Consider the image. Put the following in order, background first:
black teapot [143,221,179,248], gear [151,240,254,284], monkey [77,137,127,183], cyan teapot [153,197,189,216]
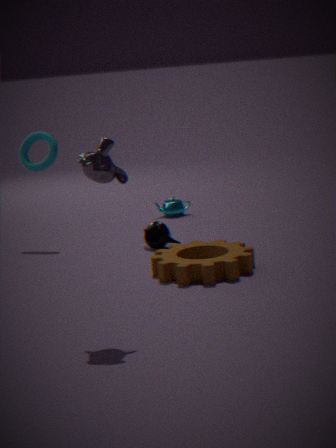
cyan teapot [153,197,189,216], black teapot [143,221,179,248], gear [151,240,254,284], monkey [77,137,127,183]
